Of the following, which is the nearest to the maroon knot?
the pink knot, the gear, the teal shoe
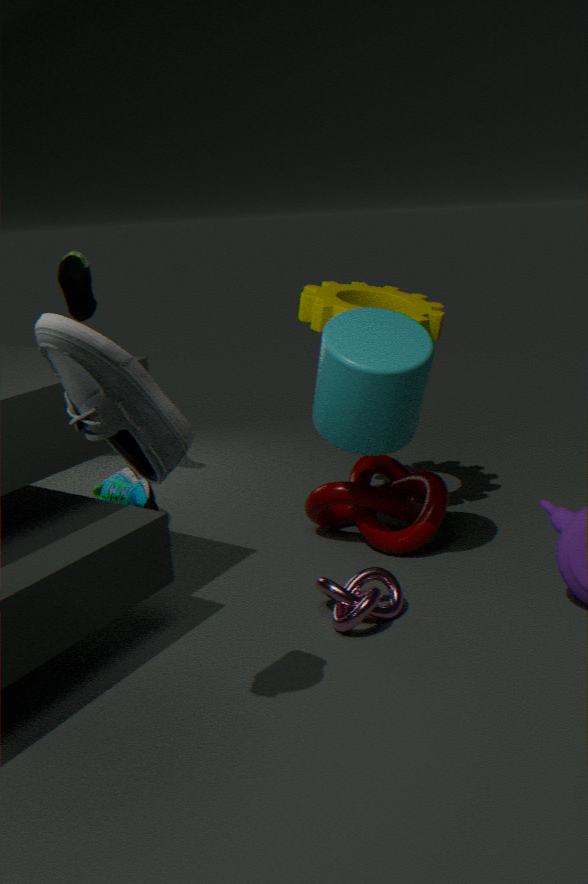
the pink knot
